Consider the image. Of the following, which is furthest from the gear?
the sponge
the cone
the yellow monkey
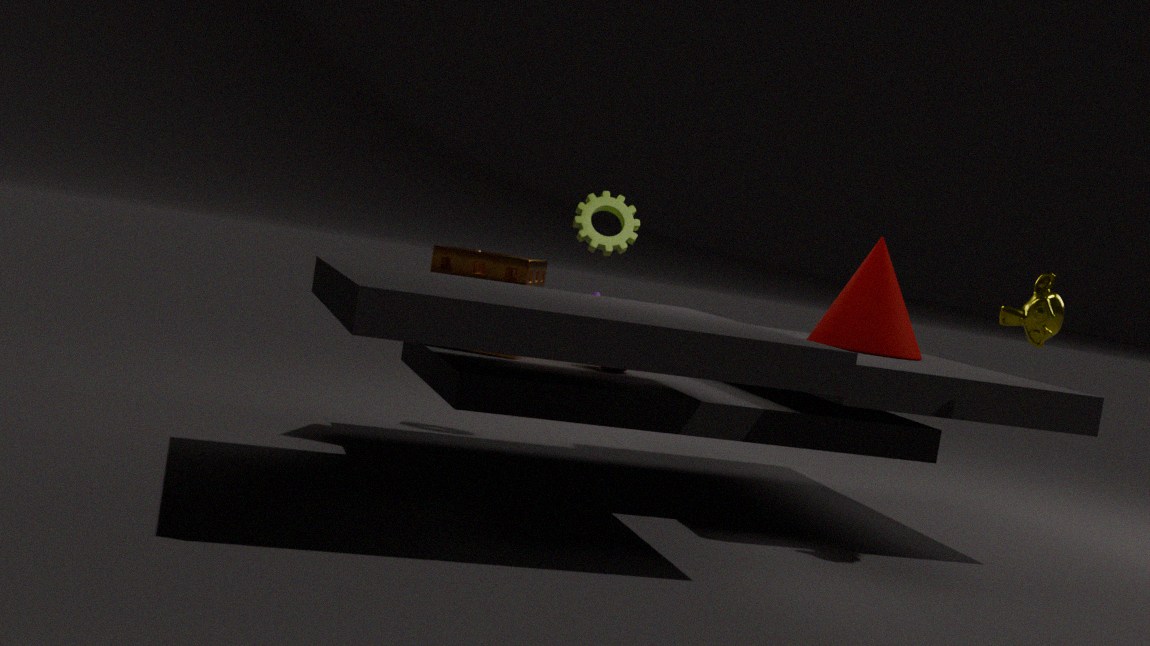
the yellow monkey
